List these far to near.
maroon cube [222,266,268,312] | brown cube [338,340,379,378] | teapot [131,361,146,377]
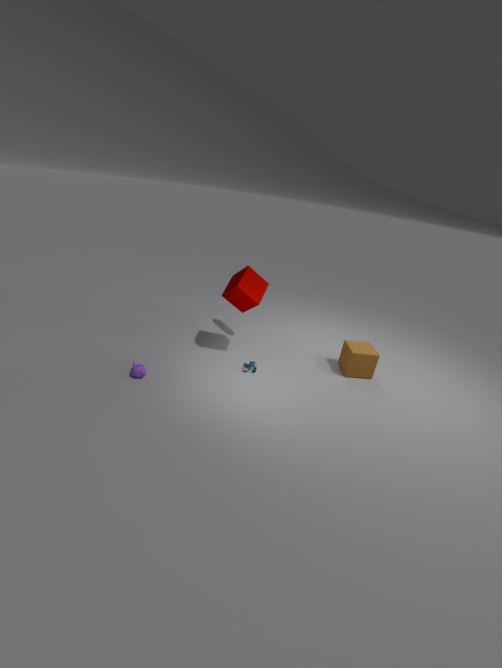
brown cube [338,340,379,378] < maroon cube [222,266,268,312] < teapot [131,361,146,377]
